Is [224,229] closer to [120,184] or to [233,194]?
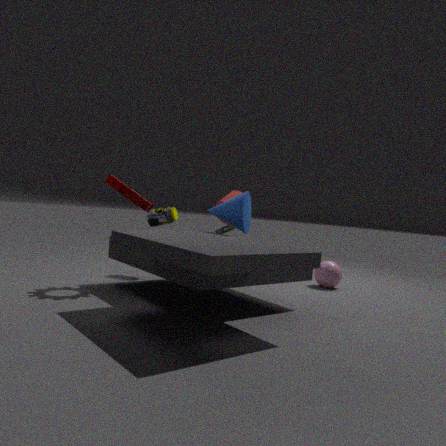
[233,194]
